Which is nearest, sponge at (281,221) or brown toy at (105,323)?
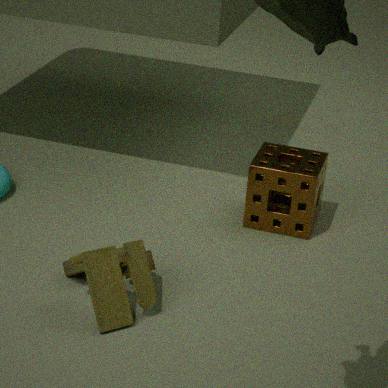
brown toy at (105,323)
